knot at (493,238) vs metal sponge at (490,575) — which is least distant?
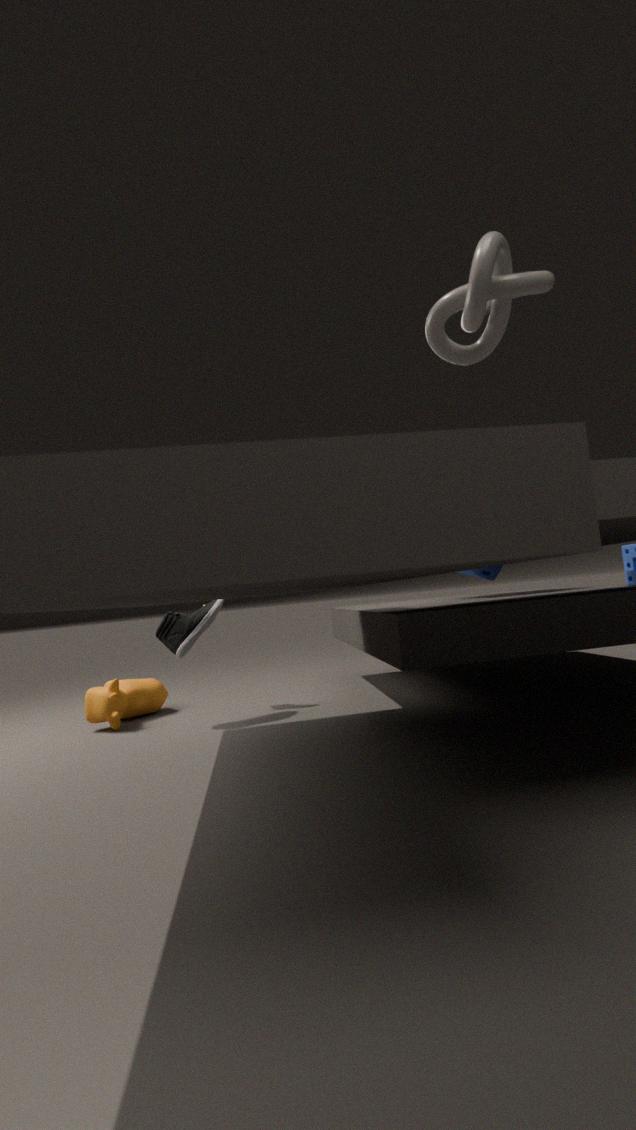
knot at (493,238)
